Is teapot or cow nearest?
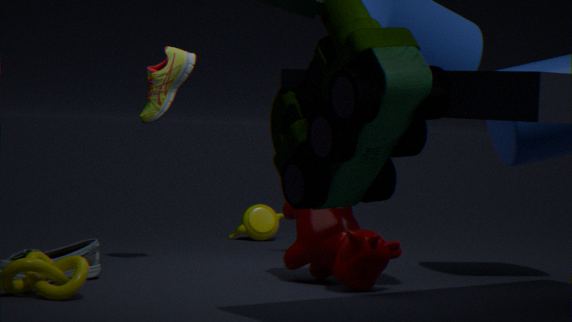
cow
